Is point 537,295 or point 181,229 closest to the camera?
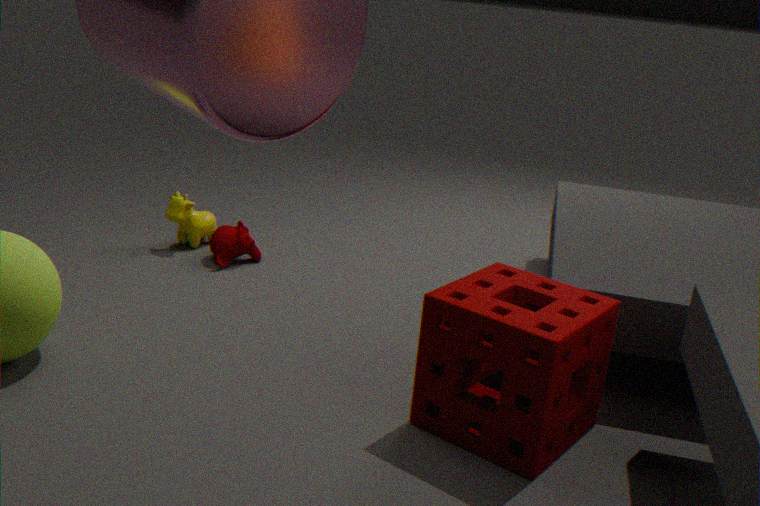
point 537,295
